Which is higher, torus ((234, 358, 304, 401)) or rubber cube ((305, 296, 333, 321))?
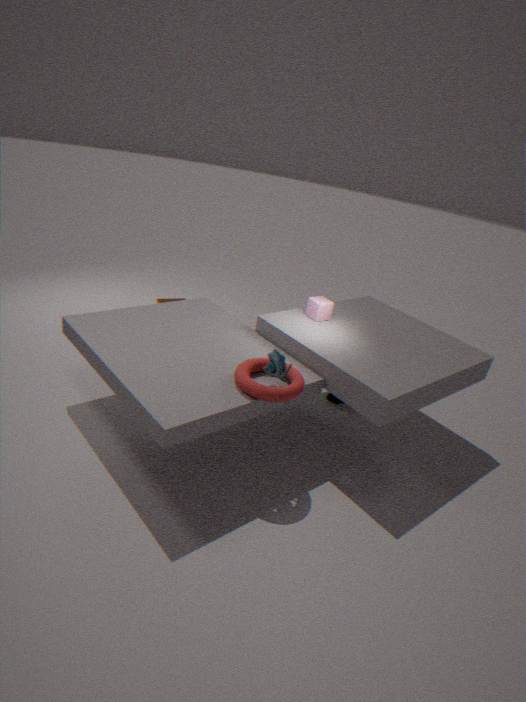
rubber cube ((305, 296, 333, 321))
